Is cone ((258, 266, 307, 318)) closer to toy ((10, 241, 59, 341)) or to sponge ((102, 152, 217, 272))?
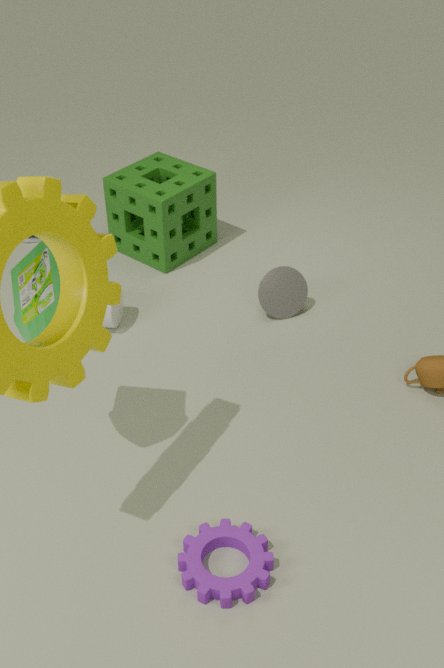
sponge ((102, 152, 217, 272))
